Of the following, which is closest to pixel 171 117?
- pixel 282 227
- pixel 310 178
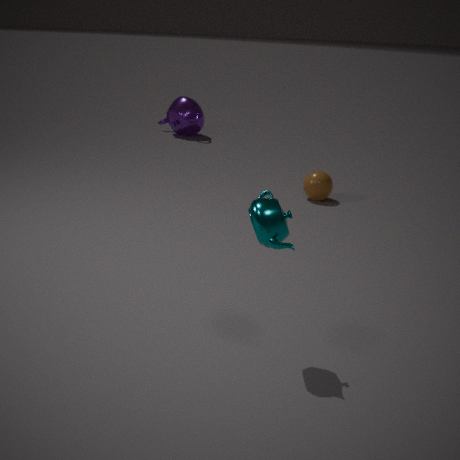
pixel 310 178
